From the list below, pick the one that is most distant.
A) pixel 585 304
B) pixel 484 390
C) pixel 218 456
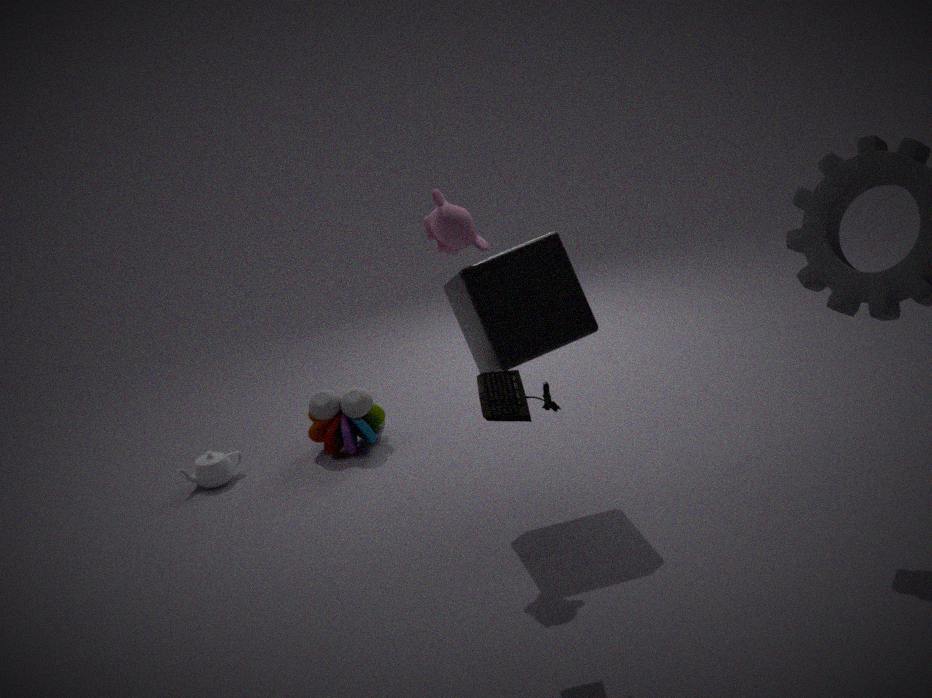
C. pixel 218 456
